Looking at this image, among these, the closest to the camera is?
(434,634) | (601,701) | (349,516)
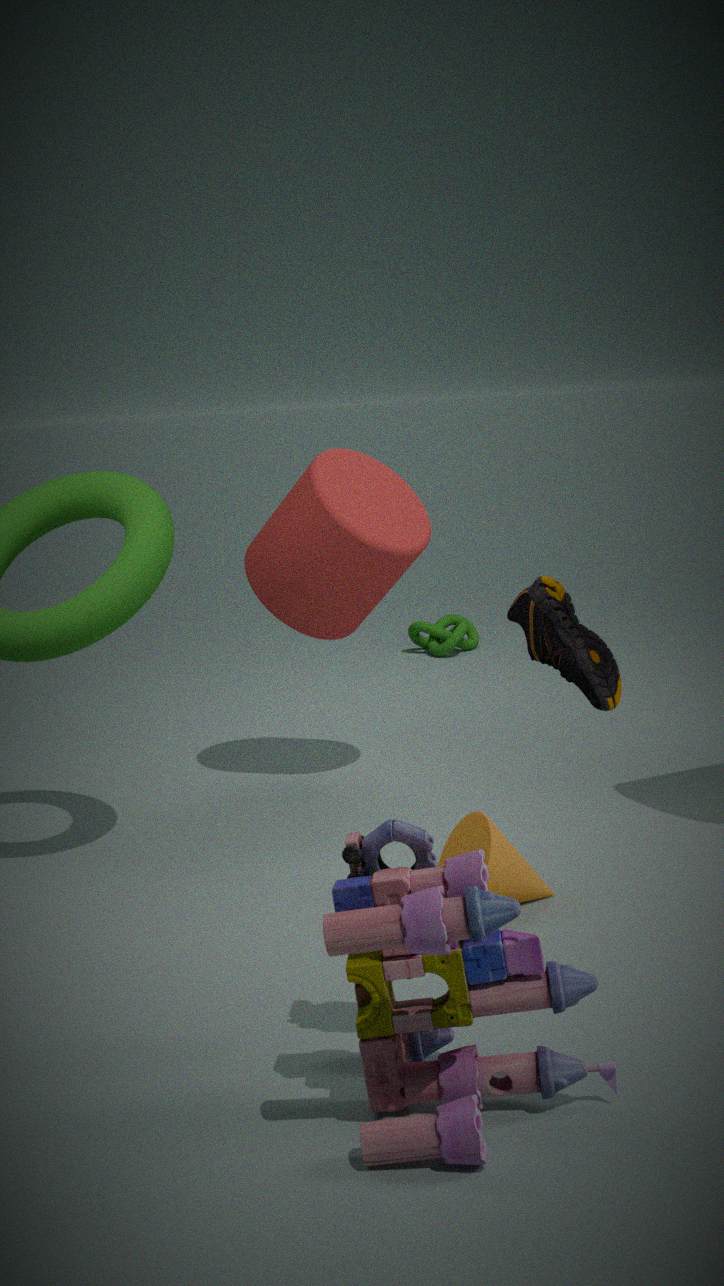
(601,701)
